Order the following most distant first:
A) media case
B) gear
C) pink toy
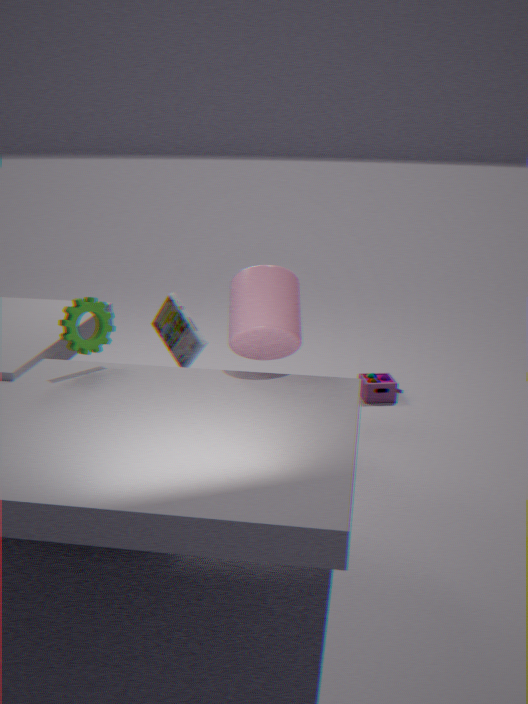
pink toy
media case
gear
